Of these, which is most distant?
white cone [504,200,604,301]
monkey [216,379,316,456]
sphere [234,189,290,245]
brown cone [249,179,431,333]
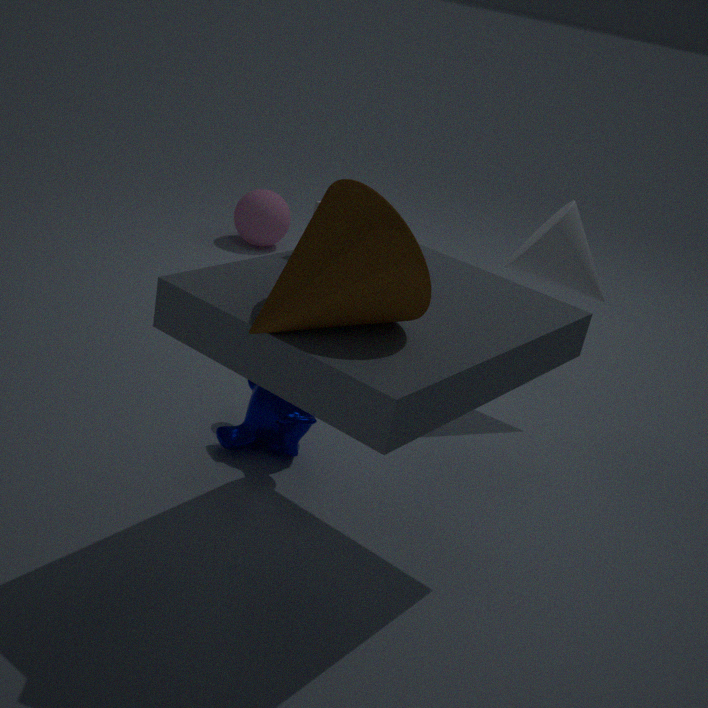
sphere [234,189,290,245]
